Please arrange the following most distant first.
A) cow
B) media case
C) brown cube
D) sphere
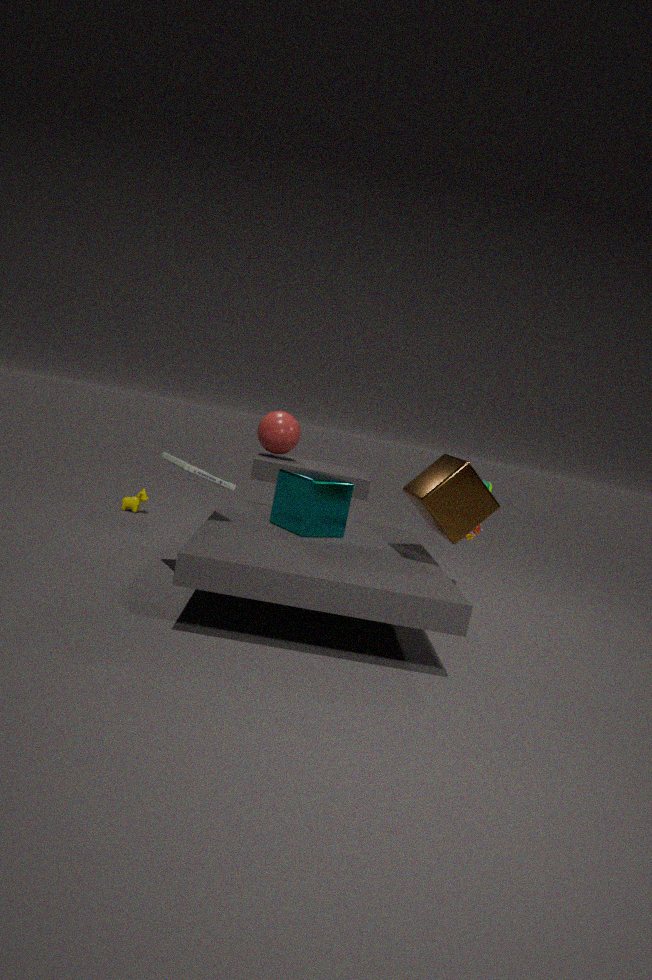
cow, sphere, brown cube, media case
